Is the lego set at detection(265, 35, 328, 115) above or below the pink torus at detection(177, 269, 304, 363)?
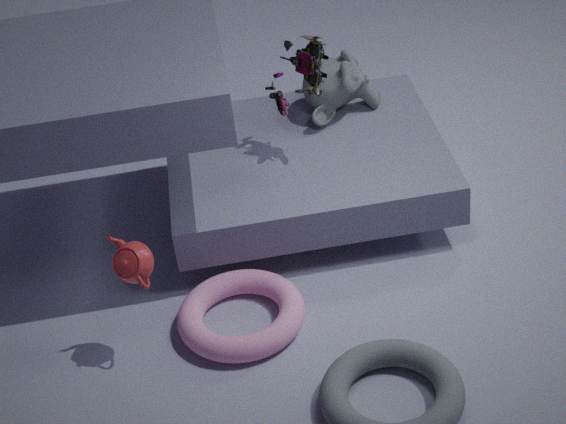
above
